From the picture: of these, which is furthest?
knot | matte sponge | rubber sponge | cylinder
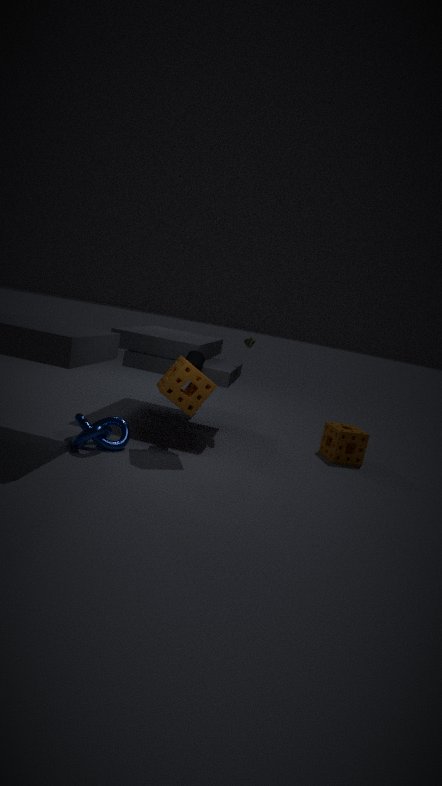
matte sponge
